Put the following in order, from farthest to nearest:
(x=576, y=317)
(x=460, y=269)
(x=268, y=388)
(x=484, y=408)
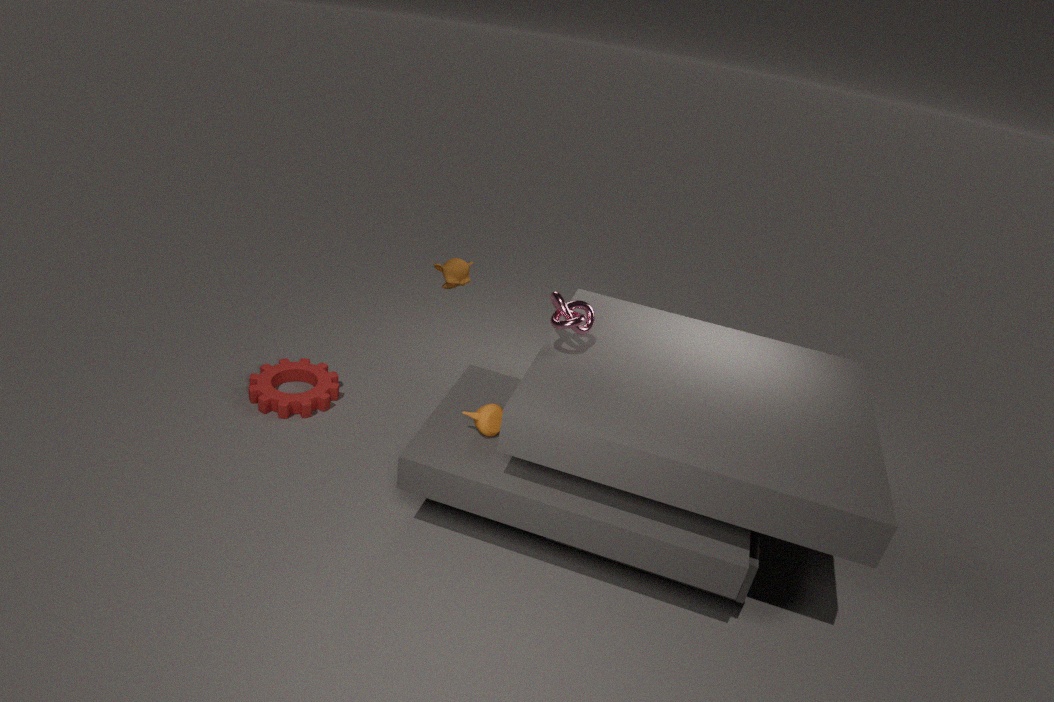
(x=268, y=388)
(x=460, y=269)
(x=484, y=408)
(x=576, y=317)
